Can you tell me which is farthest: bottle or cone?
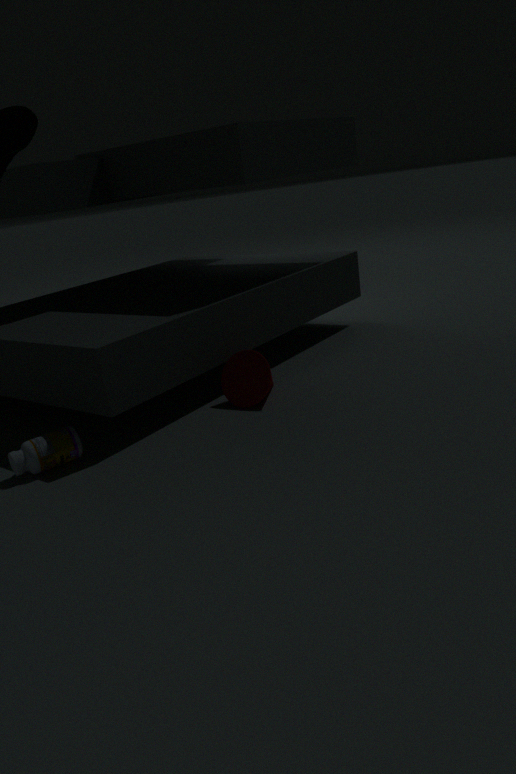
cone
